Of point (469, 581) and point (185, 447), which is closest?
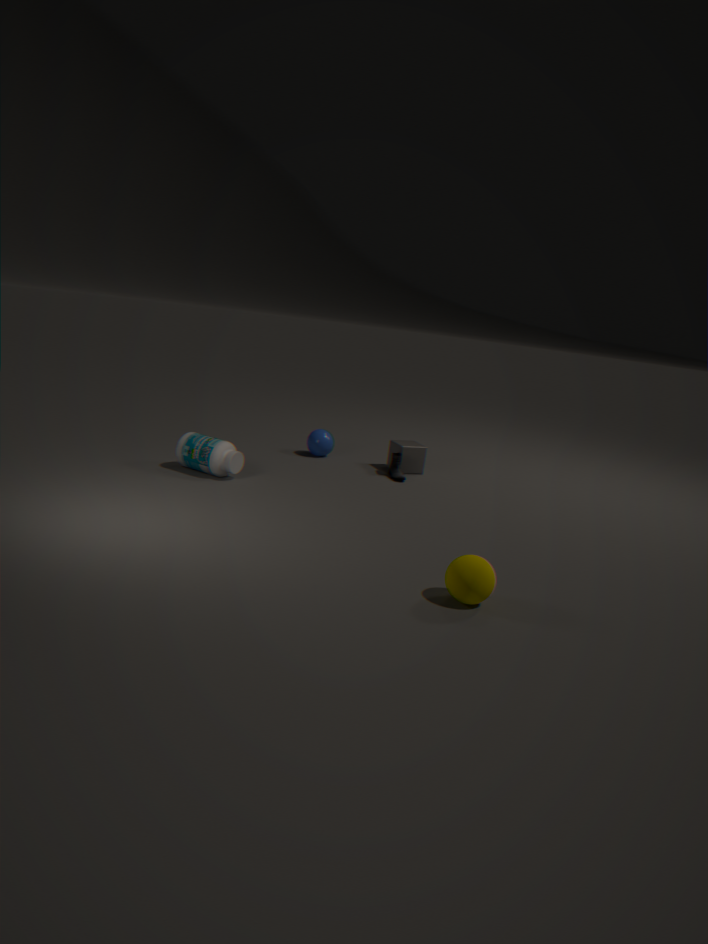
point (469, 581)
